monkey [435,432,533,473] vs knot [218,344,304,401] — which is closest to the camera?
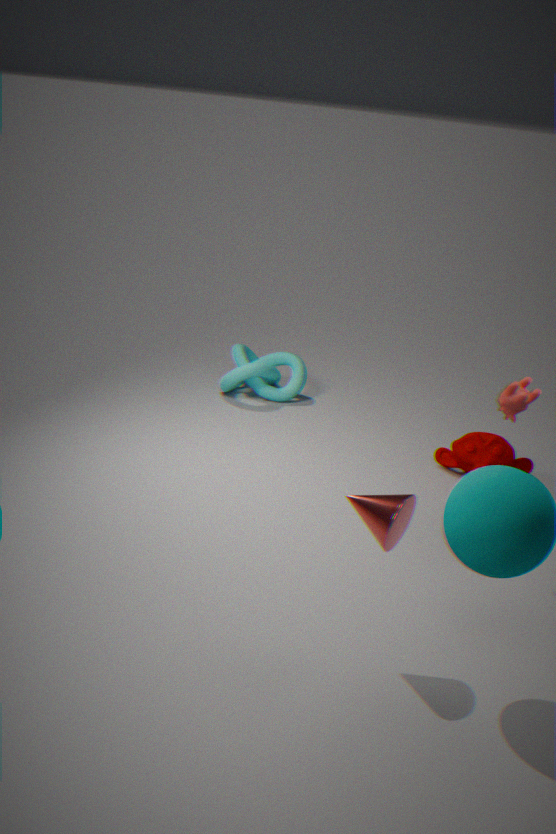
monkey [435,432,533,473]
